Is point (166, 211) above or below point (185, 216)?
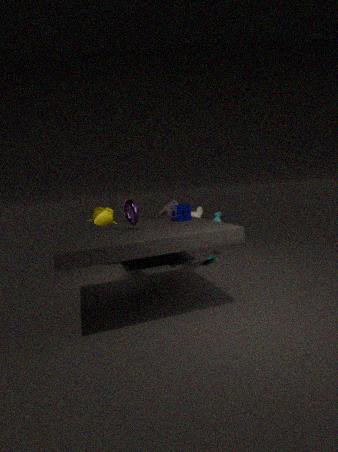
below
